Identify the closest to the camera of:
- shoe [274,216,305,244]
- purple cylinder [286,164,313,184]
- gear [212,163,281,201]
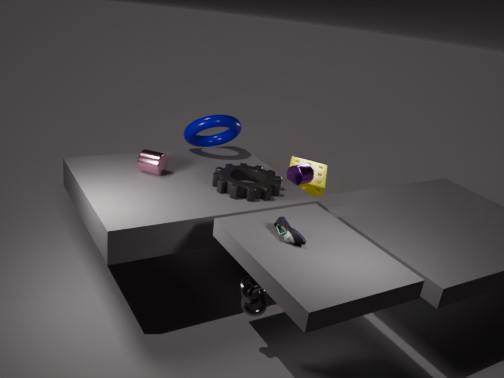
shoe [274,216,305,244]
